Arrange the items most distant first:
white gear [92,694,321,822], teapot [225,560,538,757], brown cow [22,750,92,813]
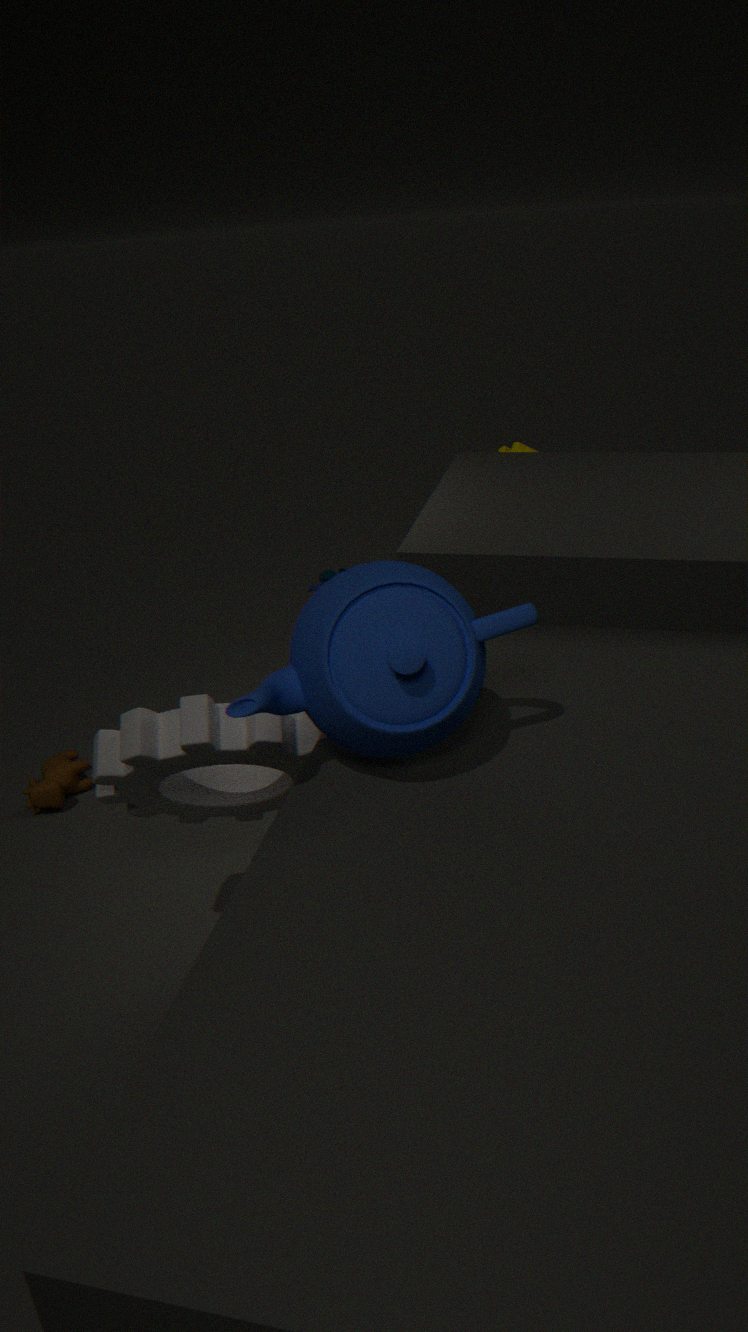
brown cow [22,750,92,813]
white gear [92,694,321,822]
teapot [225,560,538,757]
